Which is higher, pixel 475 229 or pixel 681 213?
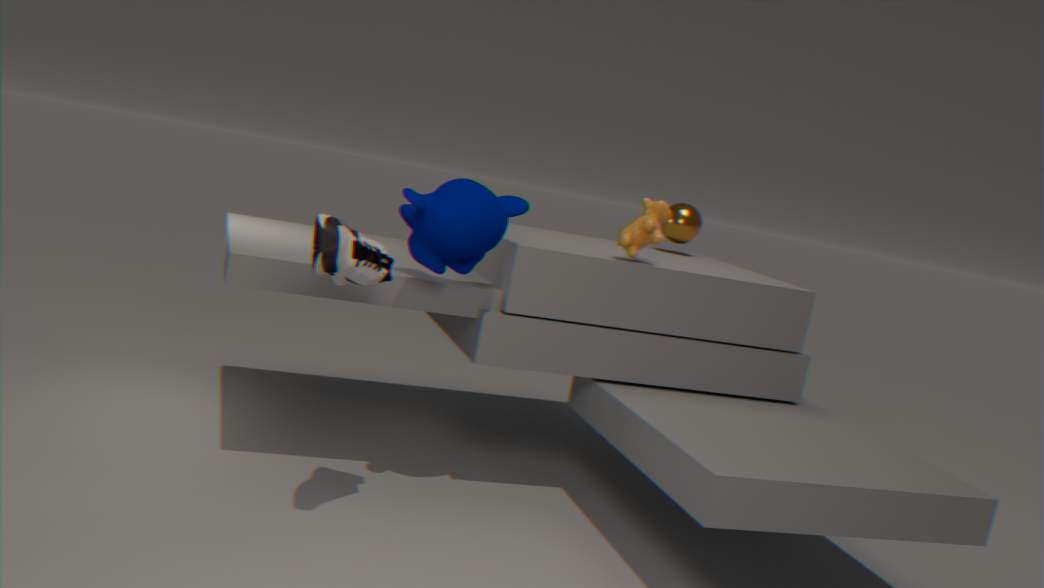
pixel 681 213
